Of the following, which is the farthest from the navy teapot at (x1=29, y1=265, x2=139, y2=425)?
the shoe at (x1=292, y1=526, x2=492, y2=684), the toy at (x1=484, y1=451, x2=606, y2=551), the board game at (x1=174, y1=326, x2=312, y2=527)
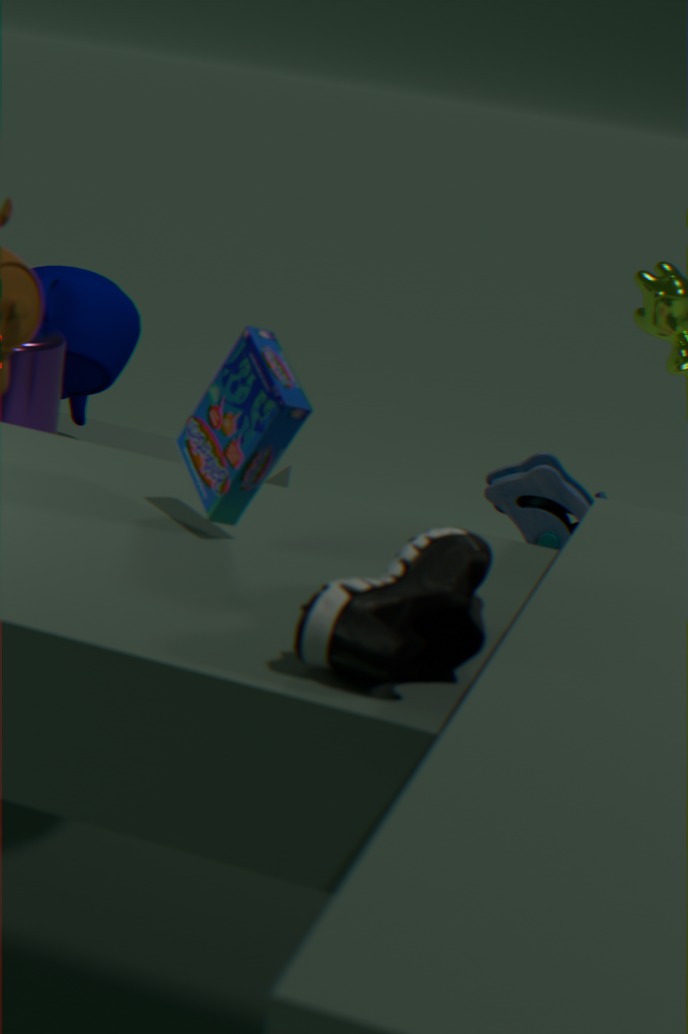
the shoe at (x1=292, y1=526, x2=492, y2=684)
